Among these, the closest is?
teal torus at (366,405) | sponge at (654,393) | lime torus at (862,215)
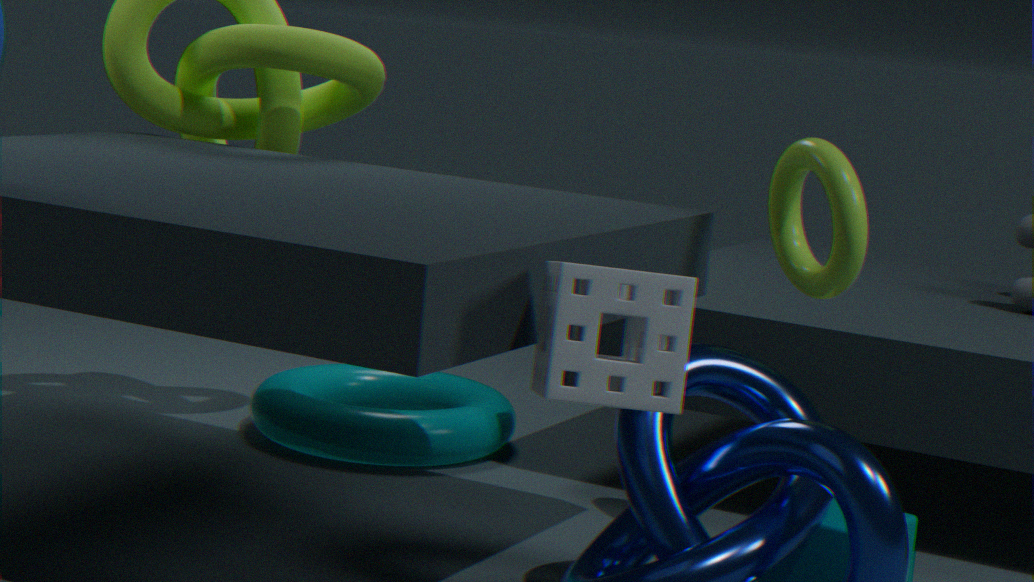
sponge at (654,393)
